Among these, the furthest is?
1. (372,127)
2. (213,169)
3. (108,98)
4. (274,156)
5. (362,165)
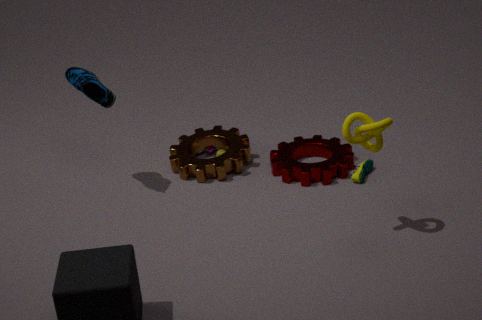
(274,156)
